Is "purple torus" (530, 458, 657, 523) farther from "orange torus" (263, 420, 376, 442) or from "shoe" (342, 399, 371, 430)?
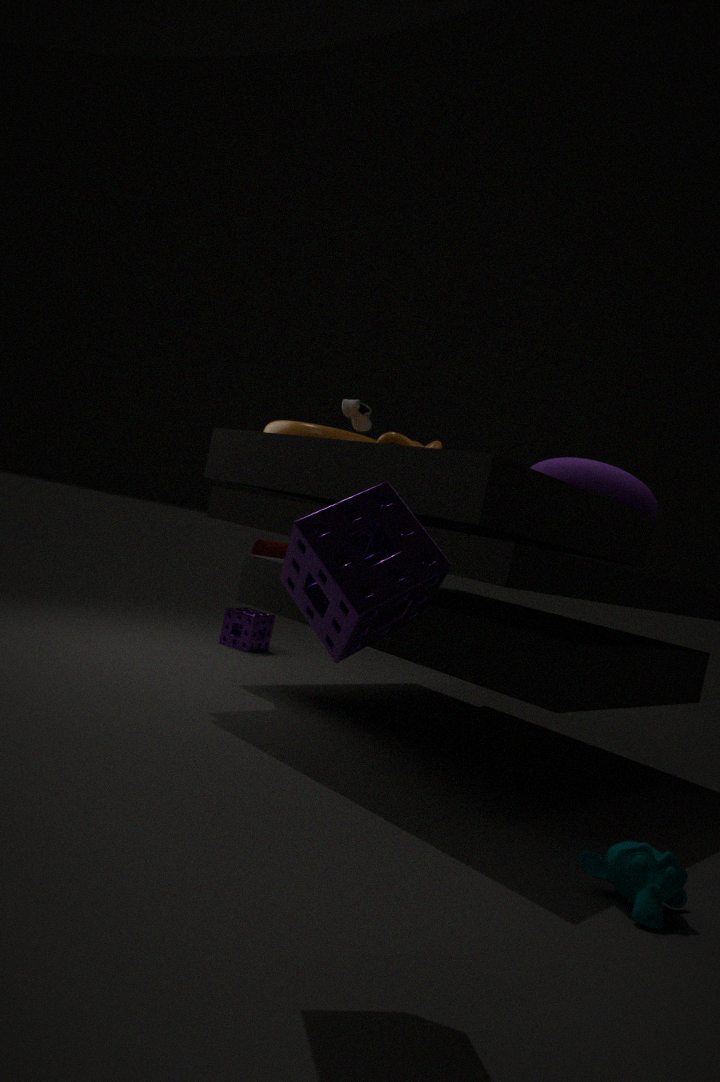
"shoe" (342, 399, 371, 430)
